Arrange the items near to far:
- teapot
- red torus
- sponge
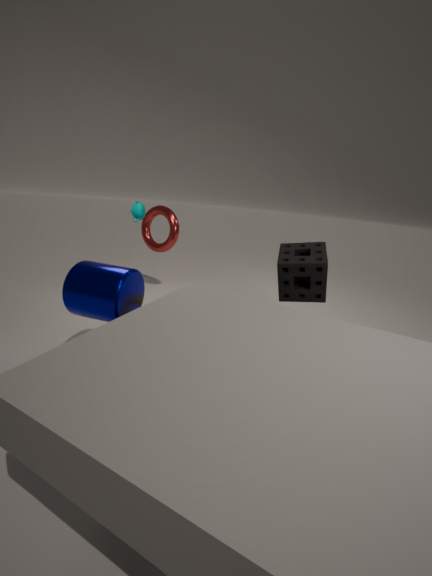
sponge → teapot → red torus
